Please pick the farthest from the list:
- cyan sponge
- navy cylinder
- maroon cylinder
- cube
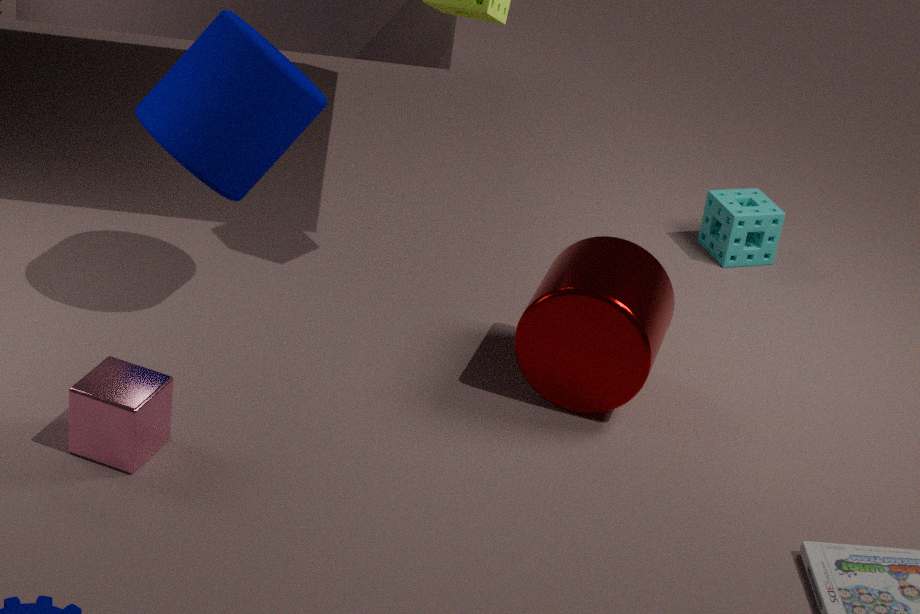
cyan sponge
